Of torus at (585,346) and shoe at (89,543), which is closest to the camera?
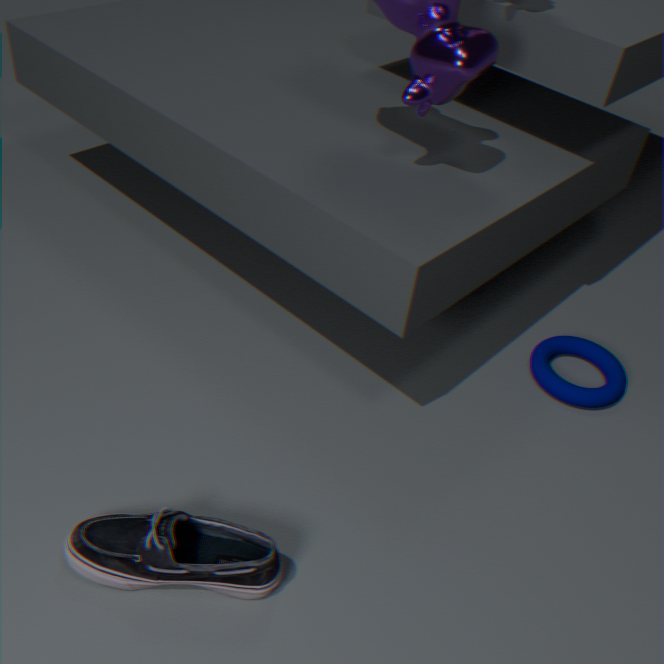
shoe at (89,543)
